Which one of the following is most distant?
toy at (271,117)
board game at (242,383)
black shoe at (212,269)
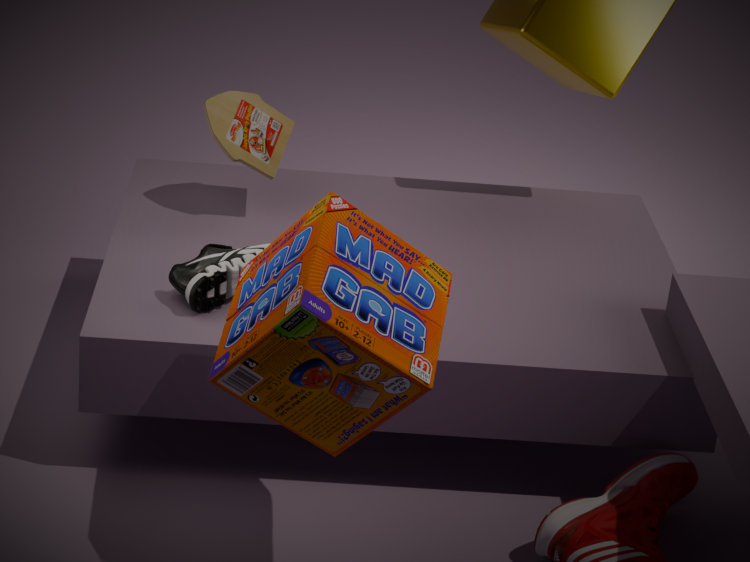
toy at (271,117)
